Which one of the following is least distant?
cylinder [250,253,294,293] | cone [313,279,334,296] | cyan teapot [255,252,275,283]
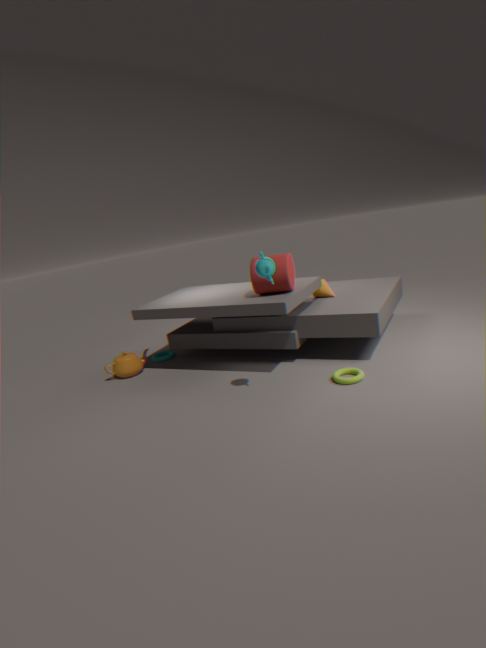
cyan teapot [255,252,275,283]
